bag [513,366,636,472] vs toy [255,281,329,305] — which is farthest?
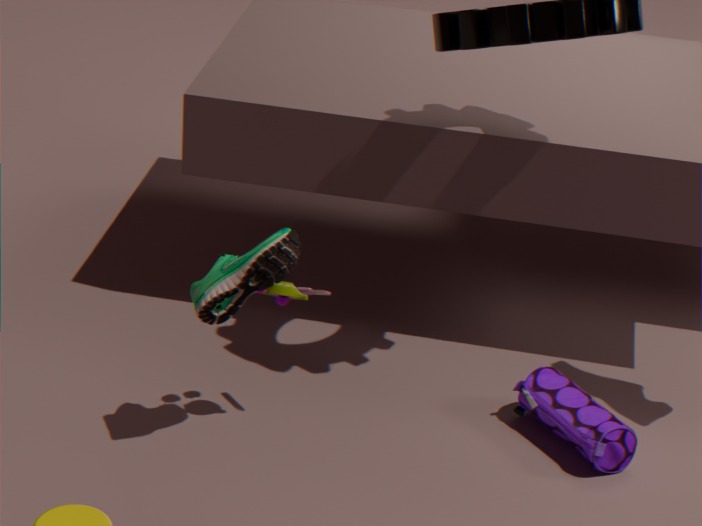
bag [513,366,636,472]
